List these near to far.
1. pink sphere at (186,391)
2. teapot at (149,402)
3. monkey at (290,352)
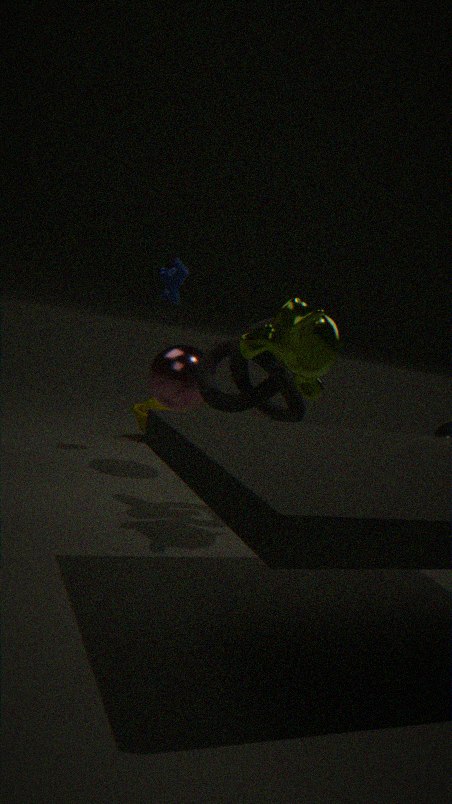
1. monkey at (290,352)
2. pink sphere at (186,391)
3. teapot at (149,402)
